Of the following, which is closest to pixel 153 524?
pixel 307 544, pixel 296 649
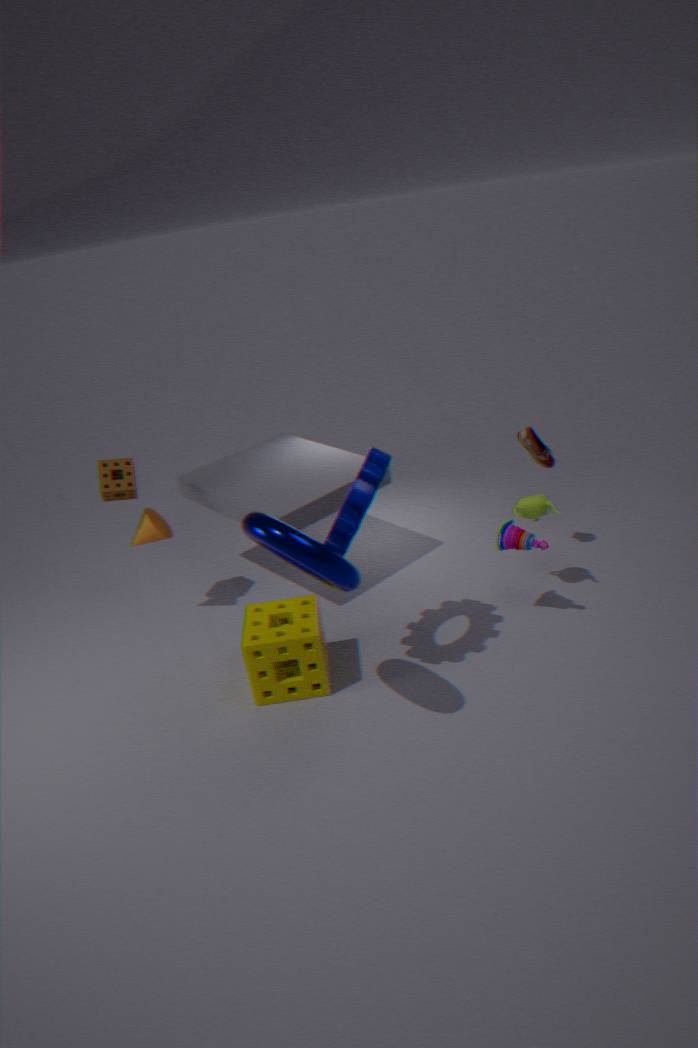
pixel 296 649
